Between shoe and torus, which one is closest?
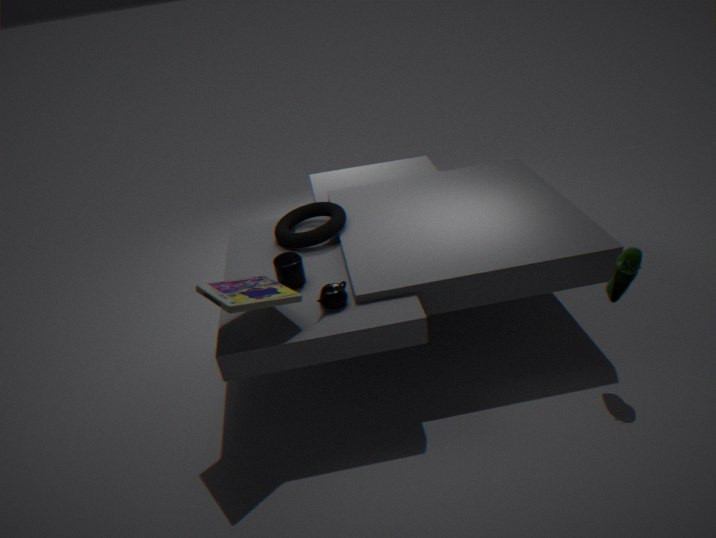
shoe
